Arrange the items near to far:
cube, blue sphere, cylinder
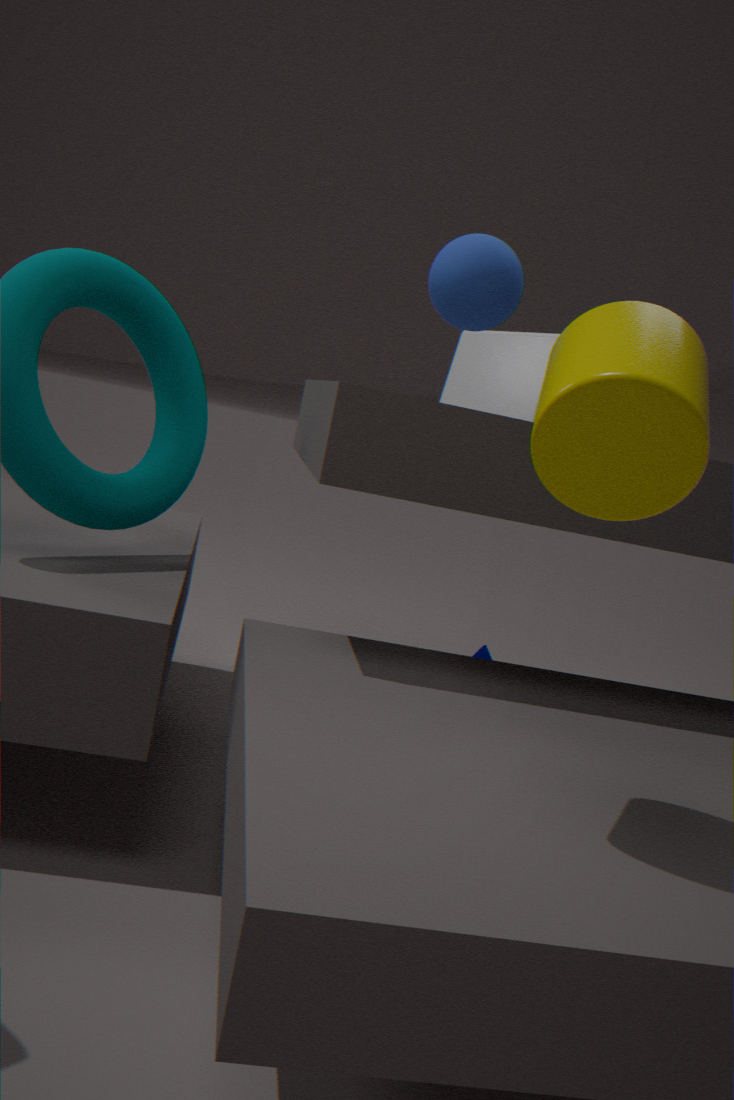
1. cylinder
2. blue sphere
3. cube
